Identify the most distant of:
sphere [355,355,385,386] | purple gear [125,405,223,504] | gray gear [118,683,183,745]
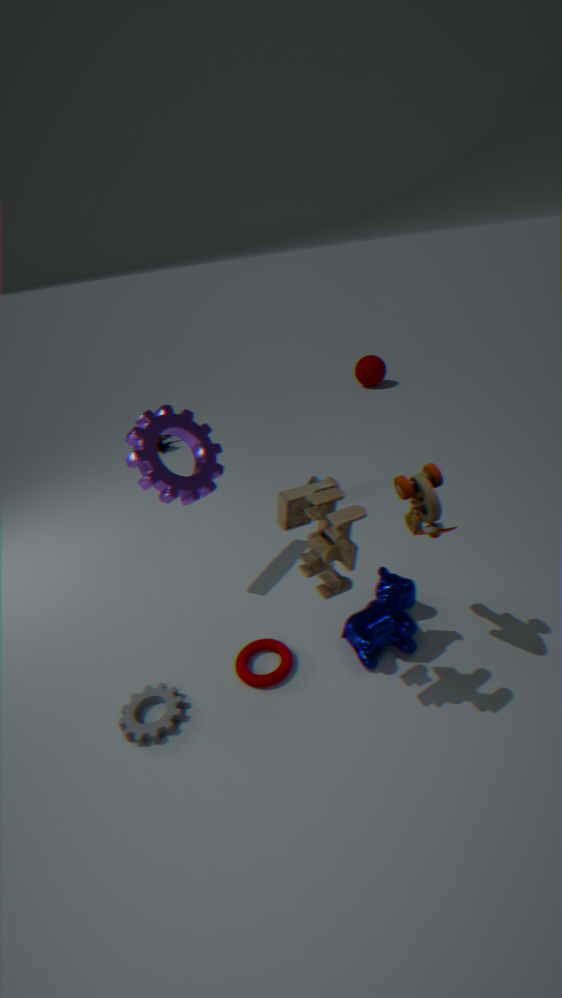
sphere [355,355,385,386]
